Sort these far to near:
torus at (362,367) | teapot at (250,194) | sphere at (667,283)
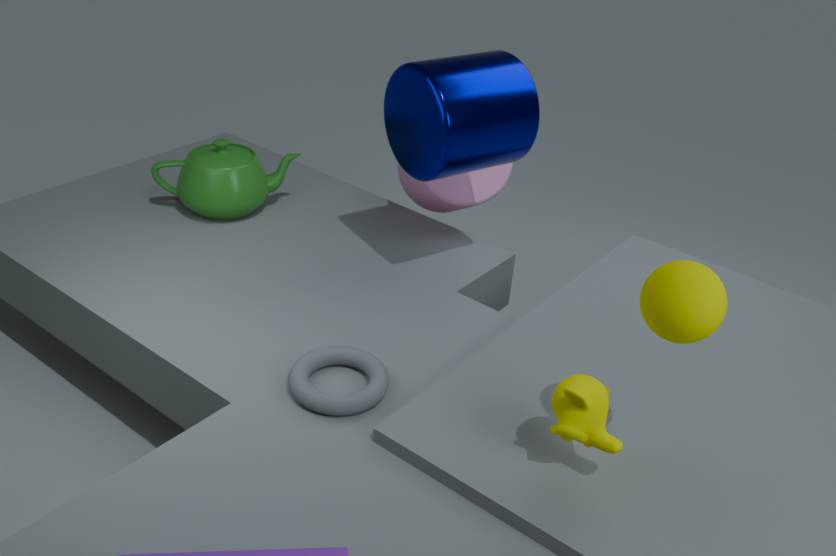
teapot at (250,194), torus at (362,367), sphere at (667,283)
